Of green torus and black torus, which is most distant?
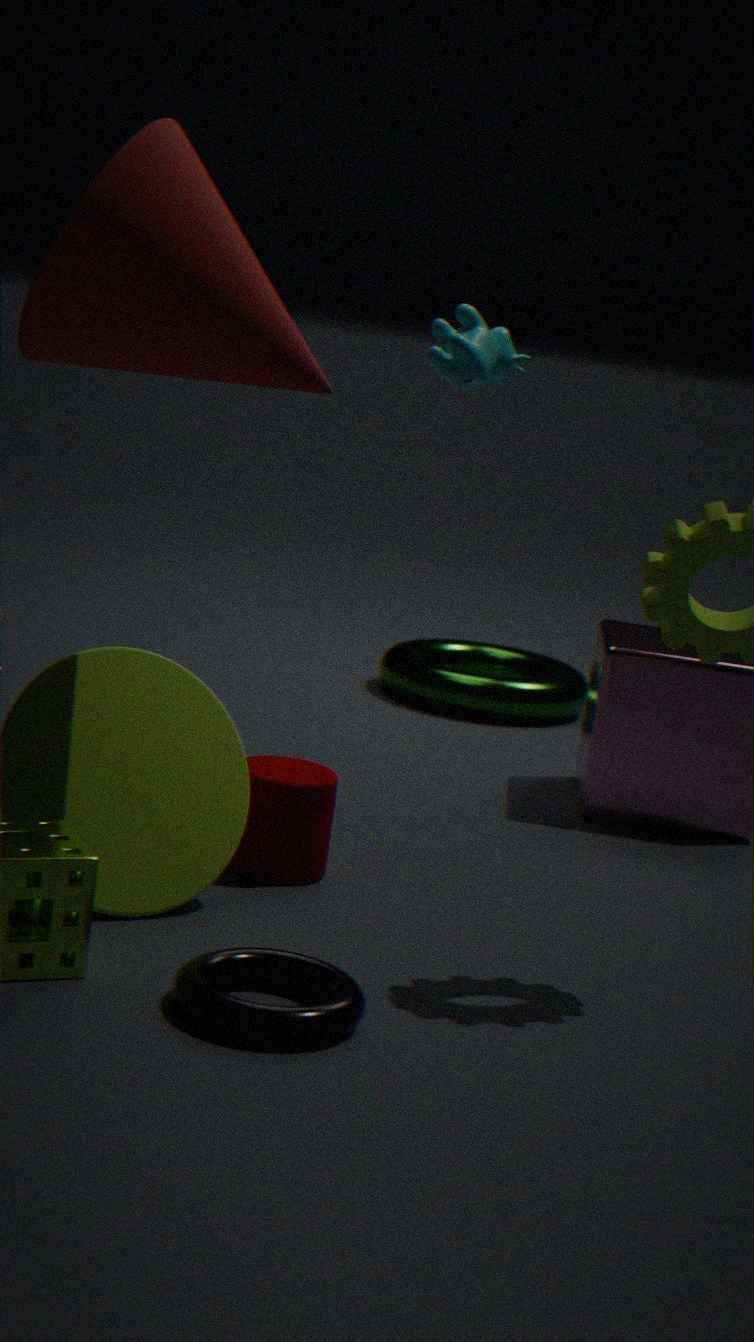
green torus
